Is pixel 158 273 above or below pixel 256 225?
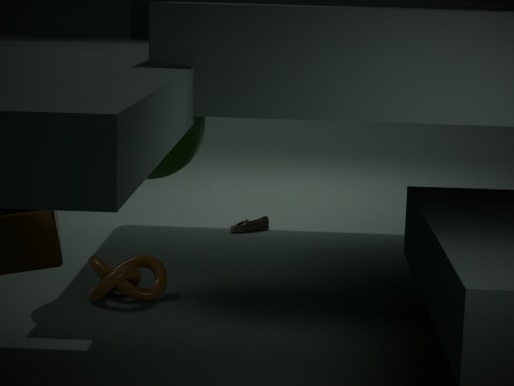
above
